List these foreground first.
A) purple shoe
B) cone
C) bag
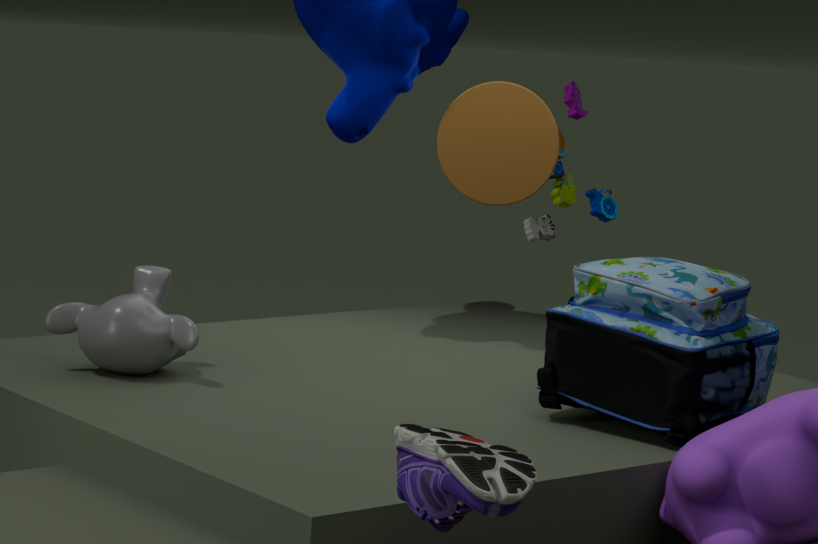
A. purple shoe
C. bag
B. cone
